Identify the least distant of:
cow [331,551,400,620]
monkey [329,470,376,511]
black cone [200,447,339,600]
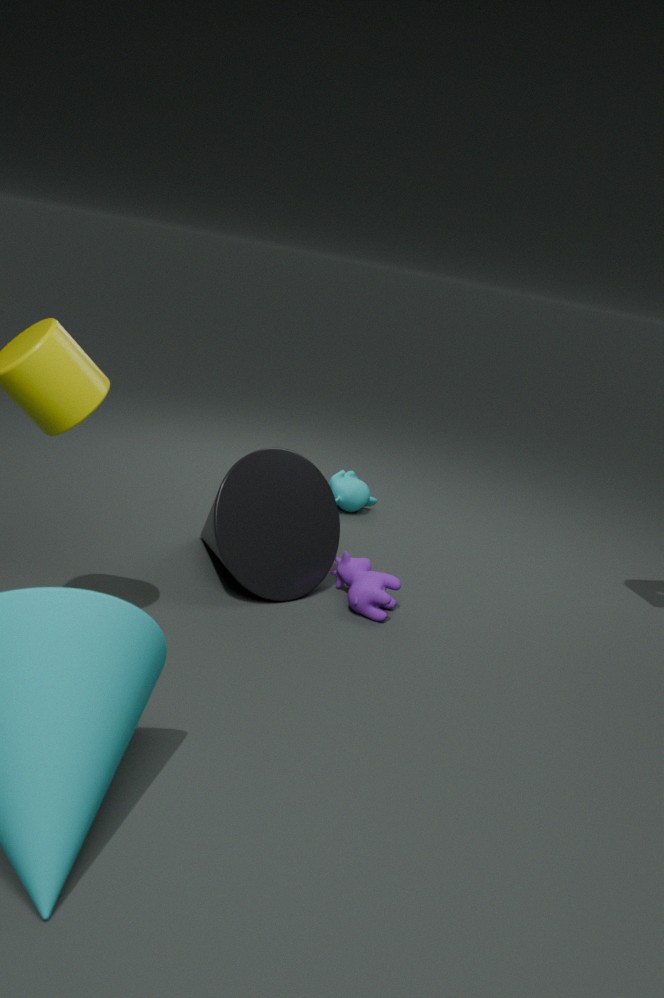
black cone [200,447,339,600]
